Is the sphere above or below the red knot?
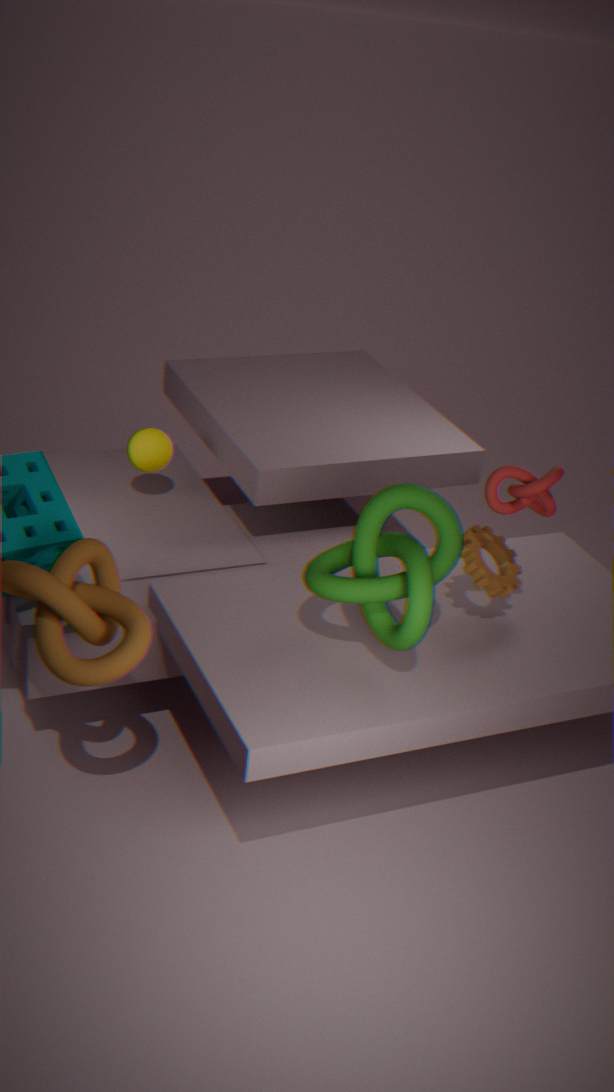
below
